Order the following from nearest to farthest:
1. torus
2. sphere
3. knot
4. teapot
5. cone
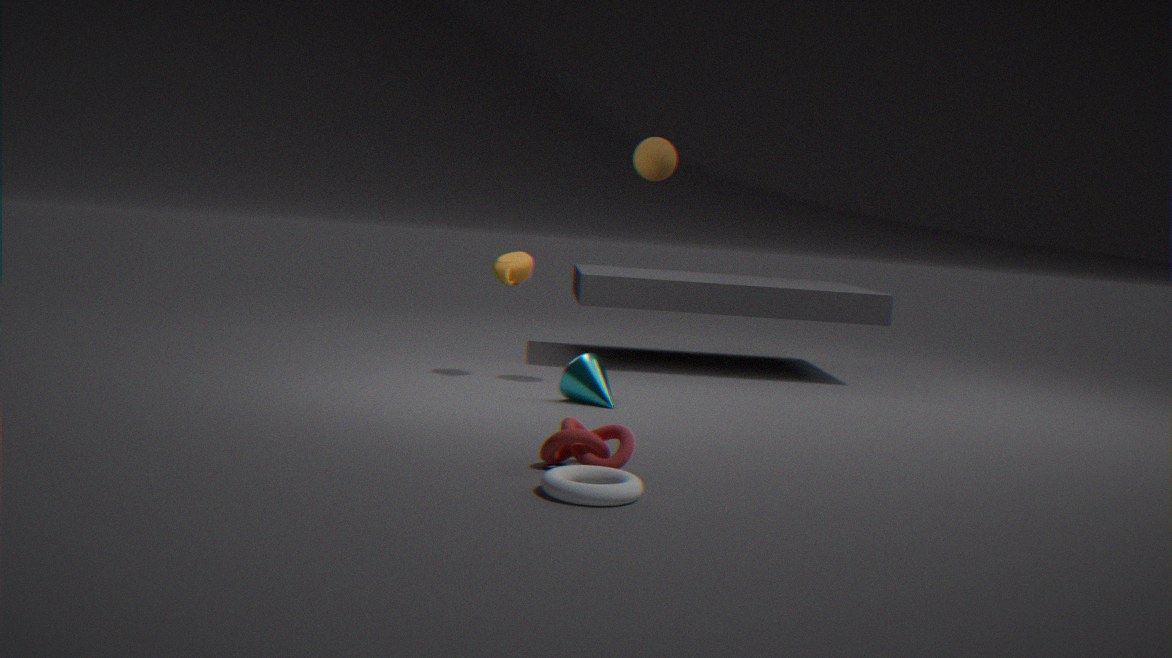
torus
knot
cone
sphere
teapot
